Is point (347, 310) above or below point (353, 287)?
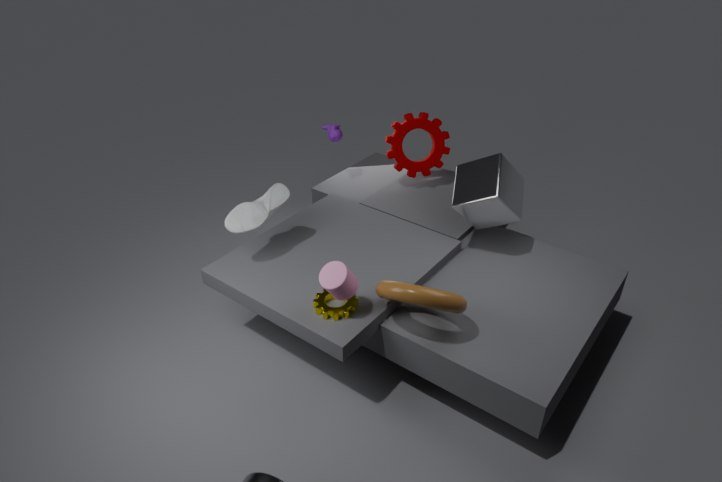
below
